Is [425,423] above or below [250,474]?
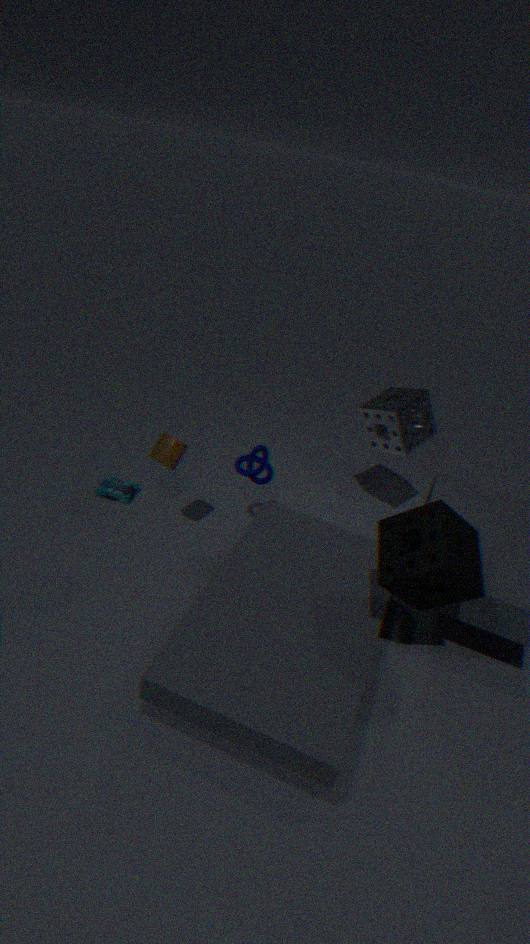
above
